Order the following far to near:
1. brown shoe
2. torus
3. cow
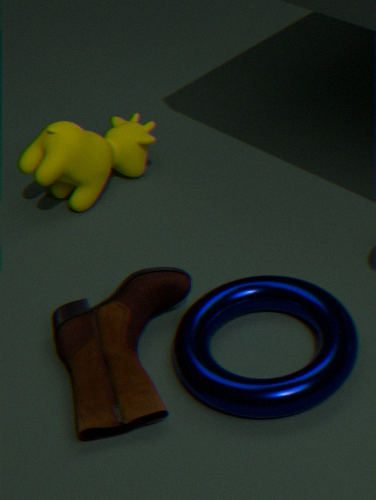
cow → brown shoe → torus
